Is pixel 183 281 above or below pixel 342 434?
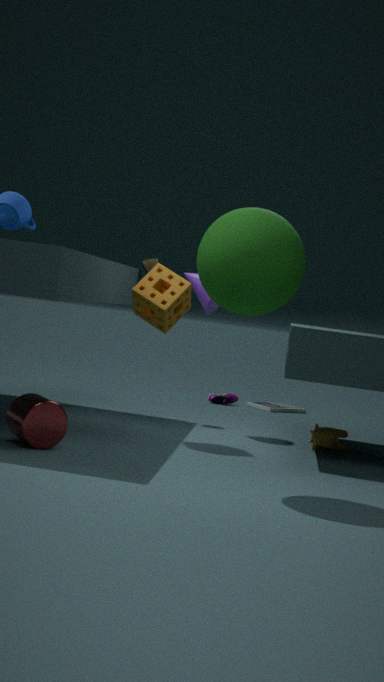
above
